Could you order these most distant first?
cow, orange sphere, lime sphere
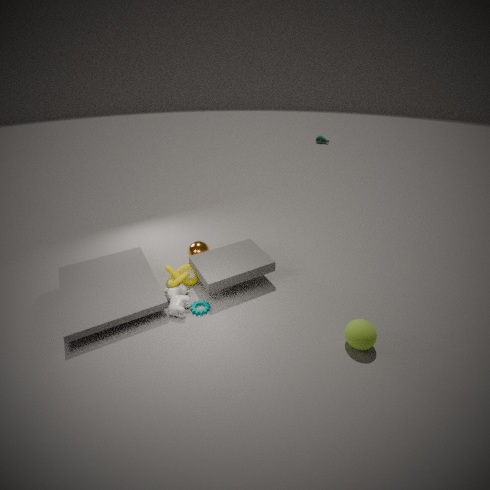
orange sphere → cow → lime sphere
